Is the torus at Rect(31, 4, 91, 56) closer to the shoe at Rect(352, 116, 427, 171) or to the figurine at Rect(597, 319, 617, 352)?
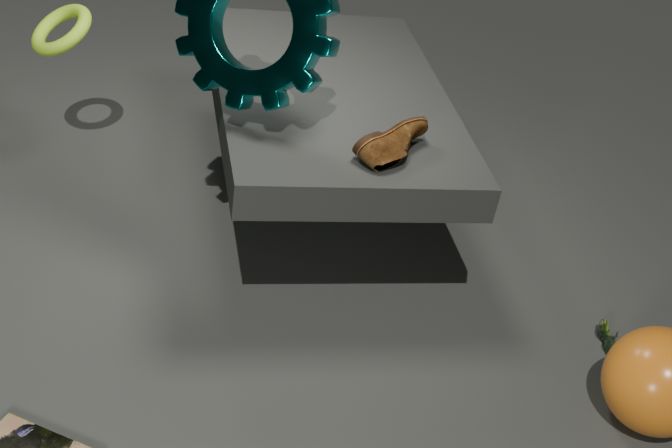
the shoe at Rect(352, 116, 427, 171)
